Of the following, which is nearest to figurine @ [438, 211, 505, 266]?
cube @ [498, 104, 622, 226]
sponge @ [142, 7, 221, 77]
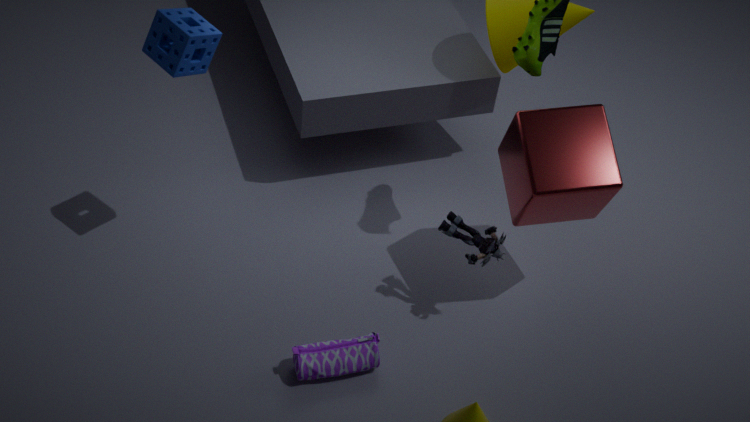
cube @ [498, 104, 622, 226]
